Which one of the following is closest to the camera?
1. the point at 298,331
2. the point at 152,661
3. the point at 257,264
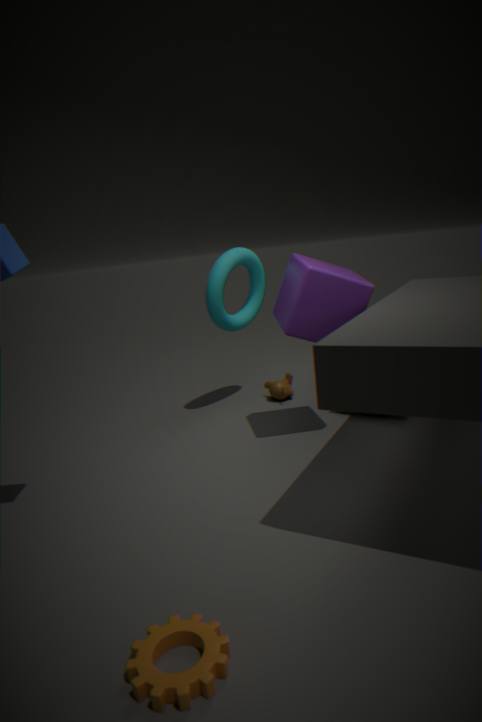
the point at 152,661
